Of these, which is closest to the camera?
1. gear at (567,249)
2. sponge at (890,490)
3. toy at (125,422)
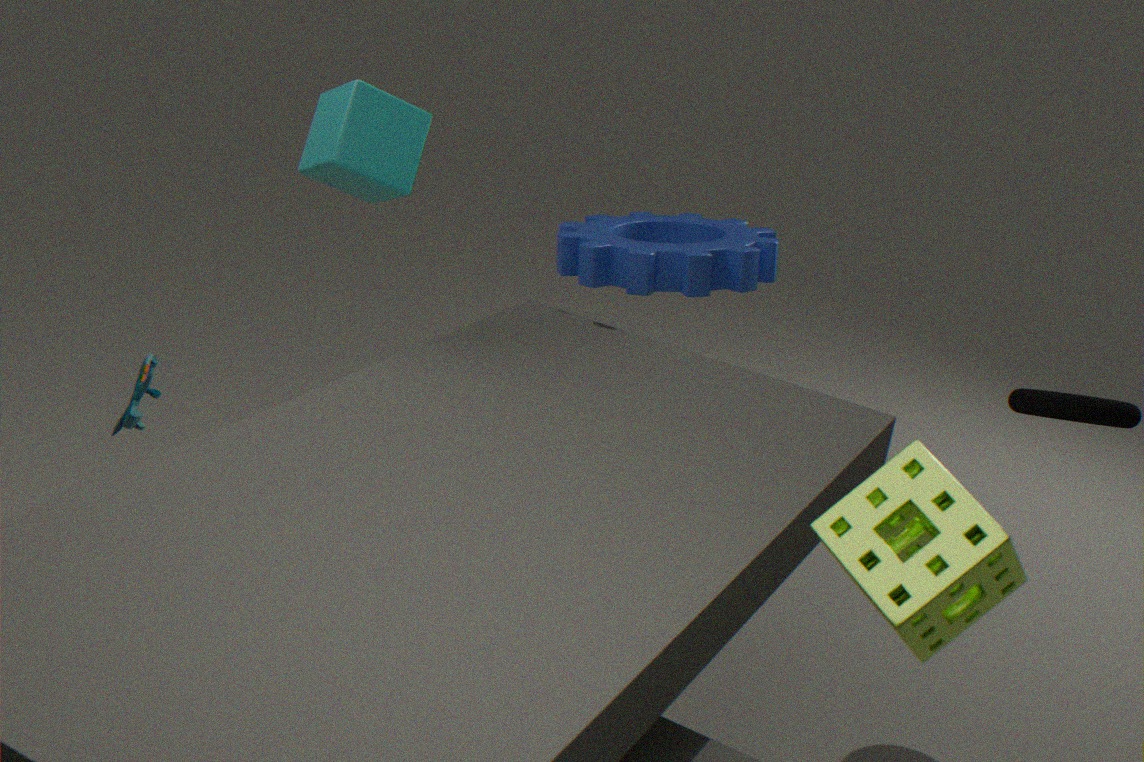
sponge at (890,490)
